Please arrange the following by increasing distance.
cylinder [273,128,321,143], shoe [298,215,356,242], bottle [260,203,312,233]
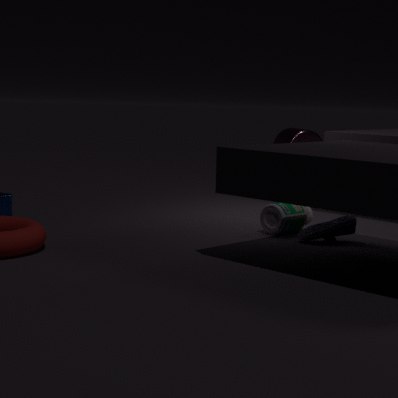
1. shoe [298,215,356,242]
2. bottle [260,203,312,233]
3. cylinder [273,128,321,143]
